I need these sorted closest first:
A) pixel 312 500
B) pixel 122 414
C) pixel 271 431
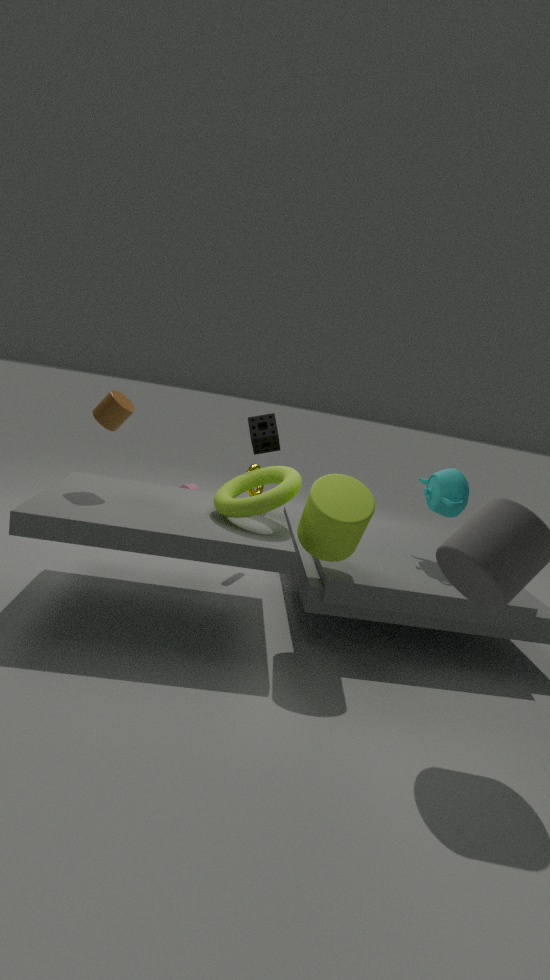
pixel 312 500, pixel 122 414, pixel 271 431
